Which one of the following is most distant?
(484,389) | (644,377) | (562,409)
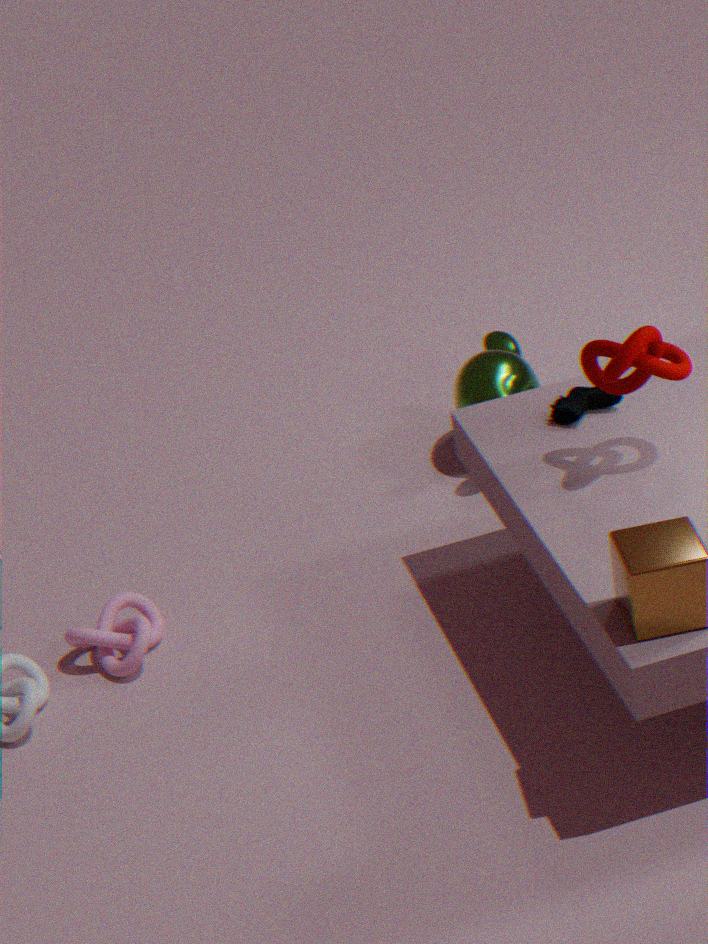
(484,389)
